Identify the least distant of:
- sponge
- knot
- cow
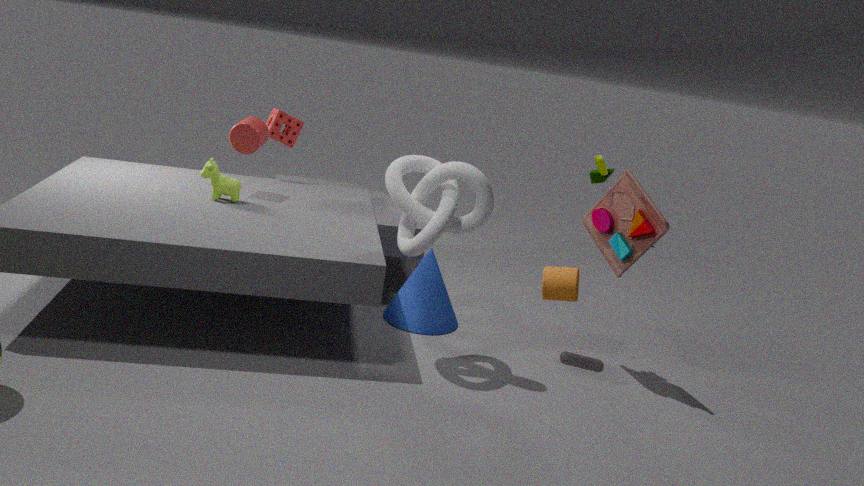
knot
